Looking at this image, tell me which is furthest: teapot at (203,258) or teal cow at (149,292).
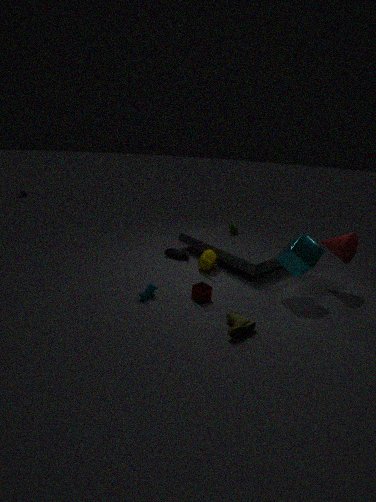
teapot at (203,258)
